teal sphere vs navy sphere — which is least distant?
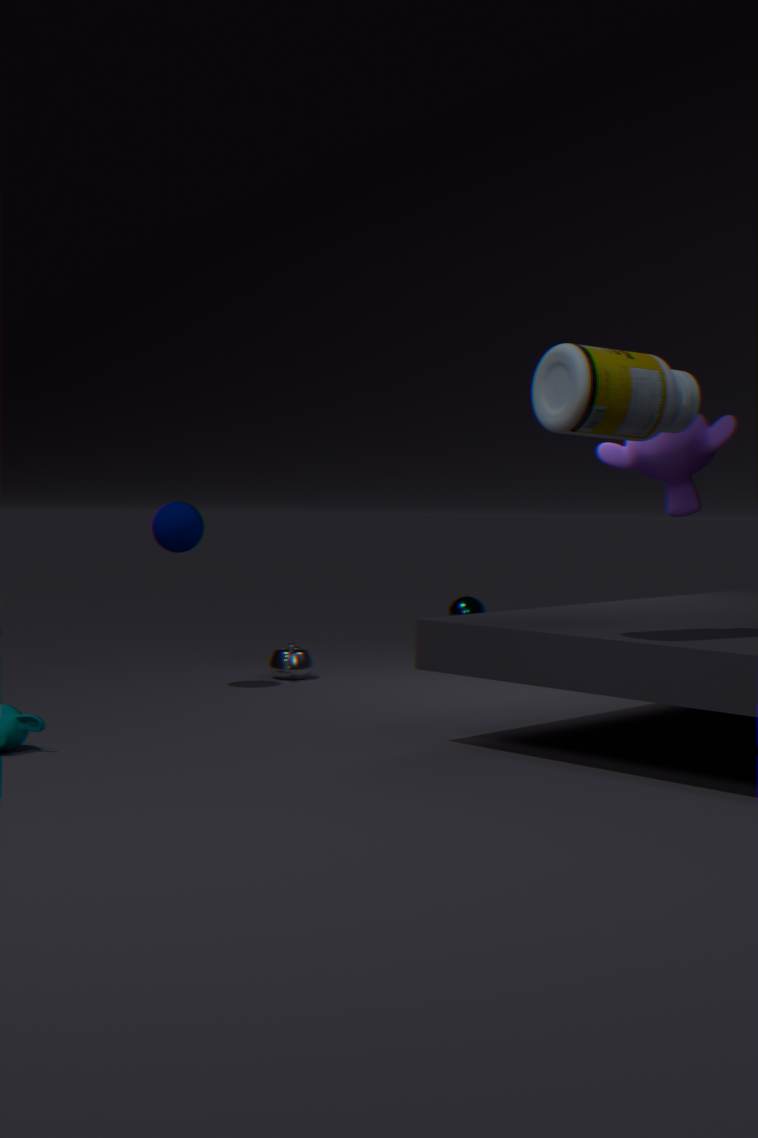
navy sphere
